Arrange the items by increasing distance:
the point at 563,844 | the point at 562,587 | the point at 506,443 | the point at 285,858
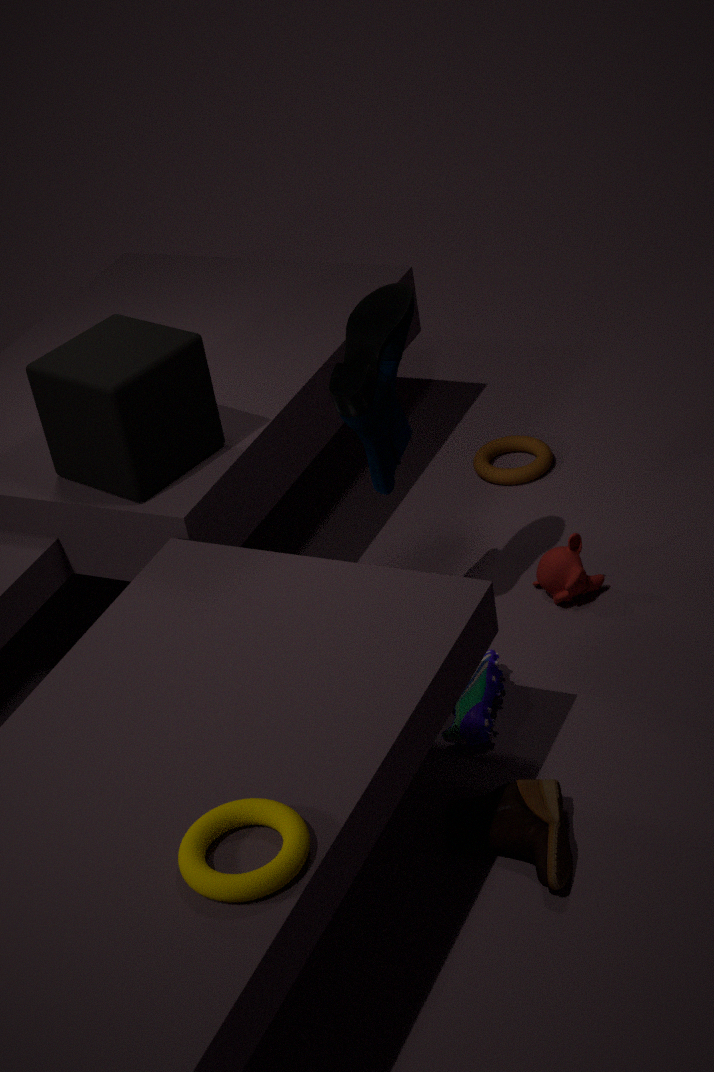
the point at 285,858, the point at 563,844, the point at 562,587, the point at 506,443
